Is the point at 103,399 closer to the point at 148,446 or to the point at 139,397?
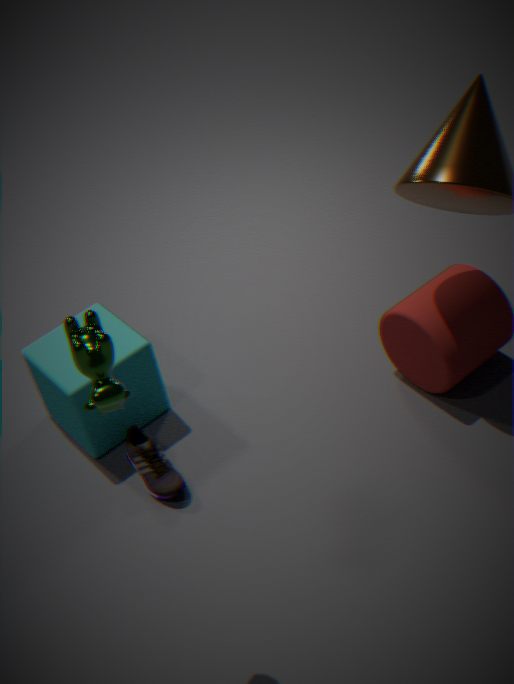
the point at 148,446
